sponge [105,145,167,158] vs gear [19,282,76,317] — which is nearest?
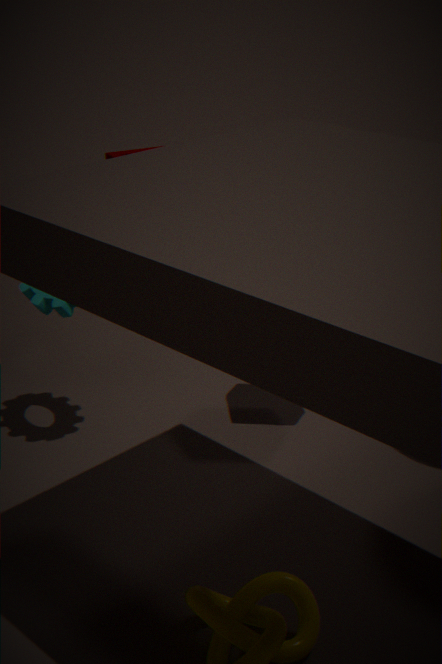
gear [19,282,76,317]
